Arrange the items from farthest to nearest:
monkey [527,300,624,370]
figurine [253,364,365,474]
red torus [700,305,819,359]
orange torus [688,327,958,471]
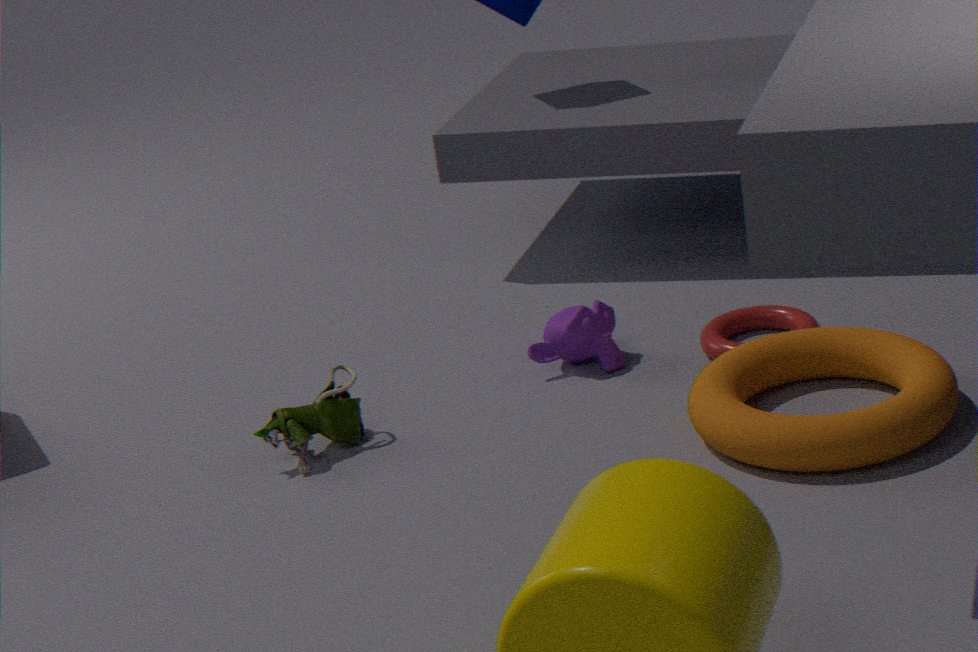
monkey [527,300,624,370]
red torus [700,305,819,359]
figurine [253,364,365,474]
orange torus [688,327,958,471]
